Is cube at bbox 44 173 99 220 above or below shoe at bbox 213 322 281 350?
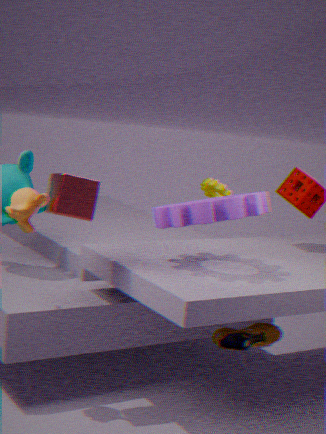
above
